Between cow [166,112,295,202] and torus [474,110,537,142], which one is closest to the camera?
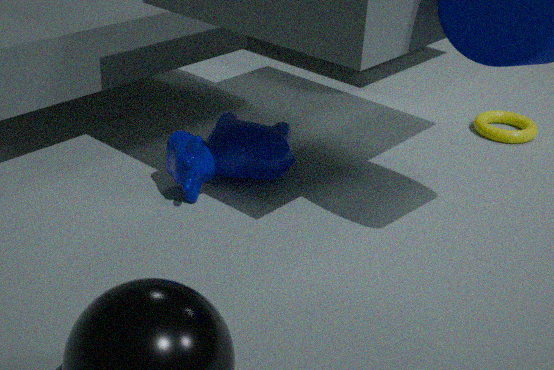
cow [166,112,295,202]
